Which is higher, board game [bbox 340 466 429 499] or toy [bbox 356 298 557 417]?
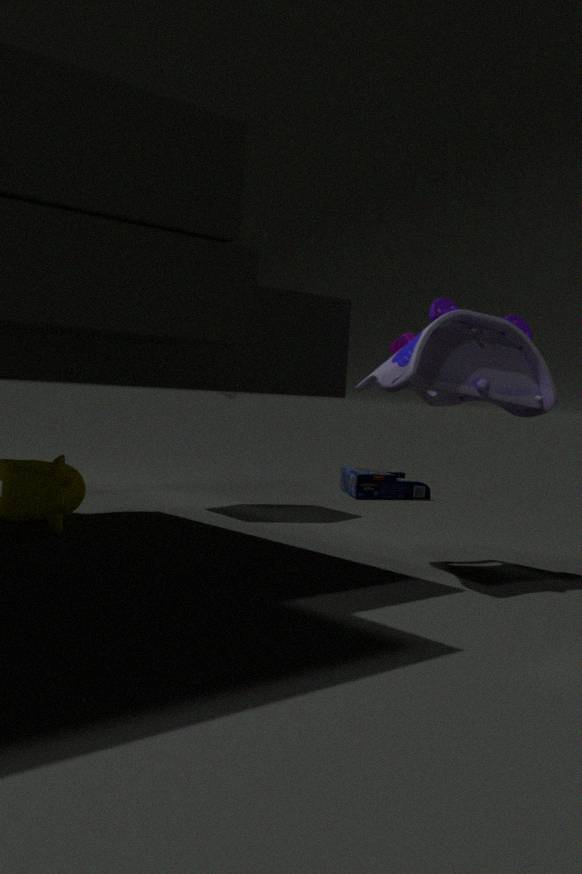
toy [bbox 356 298 557 417]
